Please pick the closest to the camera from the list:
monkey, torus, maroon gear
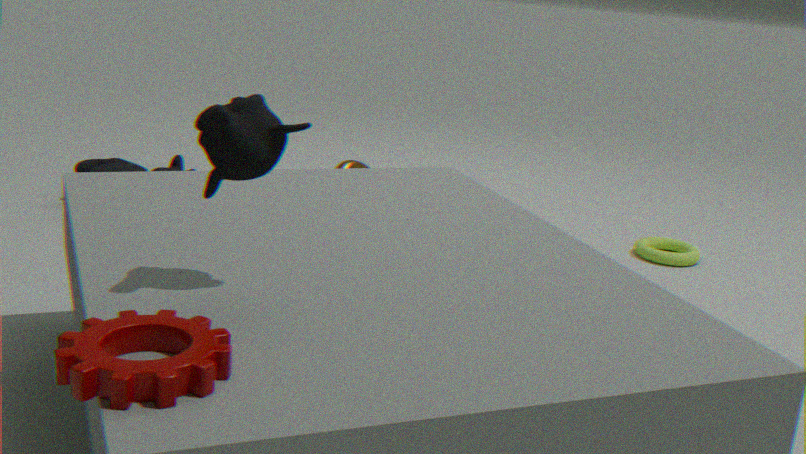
maroon gear
